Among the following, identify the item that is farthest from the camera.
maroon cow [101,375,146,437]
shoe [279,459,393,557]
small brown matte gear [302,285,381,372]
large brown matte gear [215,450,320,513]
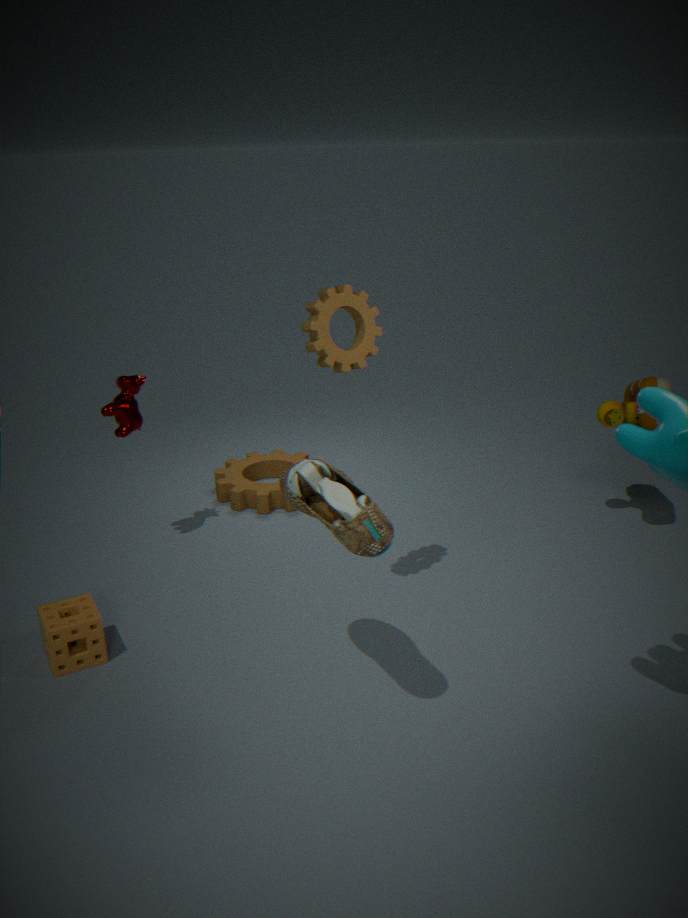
large brown matte gear [215,450,320,513]
